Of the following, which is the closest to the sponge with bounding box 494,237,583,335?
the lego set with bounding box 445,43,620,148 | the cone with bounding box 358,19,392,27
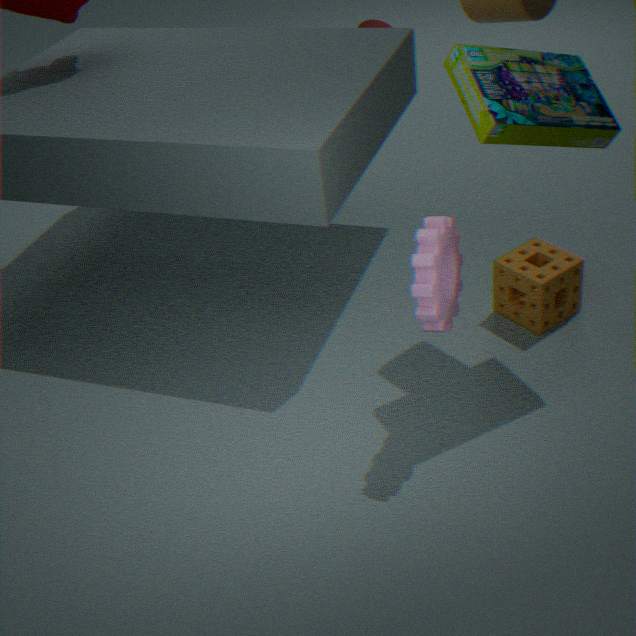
the lego set with bounding box 445,43,620,148
